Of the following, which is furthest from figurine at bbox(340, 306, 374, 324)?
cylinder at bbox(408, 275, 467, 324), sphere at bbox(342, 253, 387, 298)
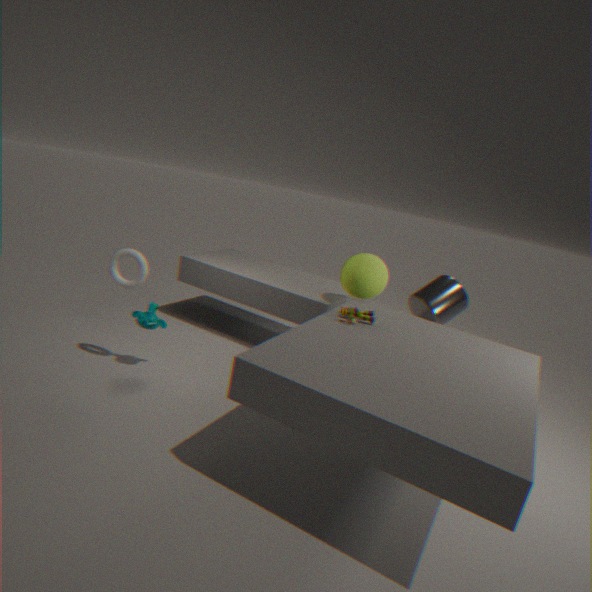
cylinder at bbox(408, 275, 467, 324)
